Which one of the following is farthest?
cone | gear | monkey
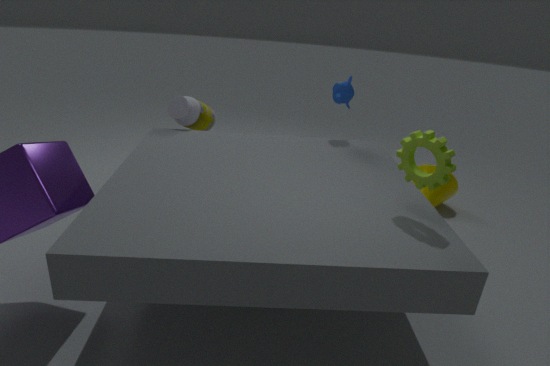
cone
